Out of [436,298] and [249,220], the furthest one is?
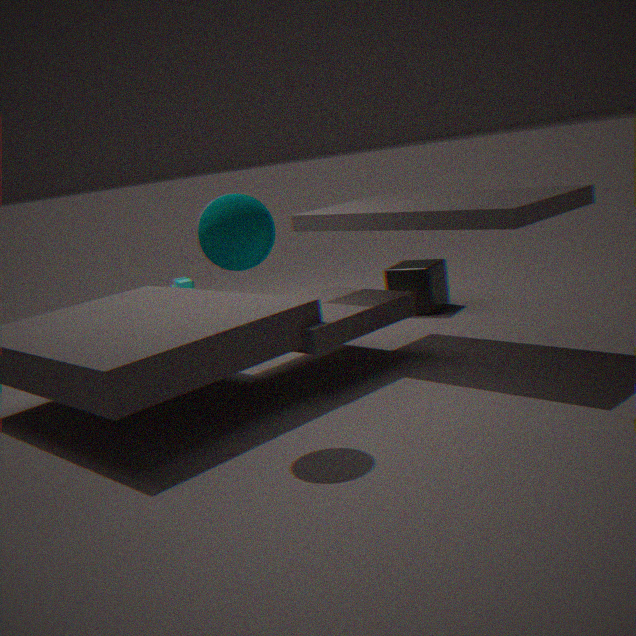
[436,298]
